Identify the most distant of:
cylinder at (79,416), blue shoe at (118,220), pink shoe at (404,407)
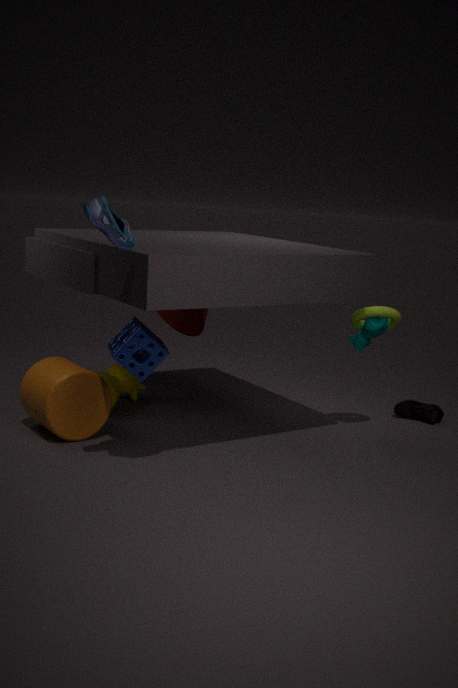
pink shoe at (404,407)
